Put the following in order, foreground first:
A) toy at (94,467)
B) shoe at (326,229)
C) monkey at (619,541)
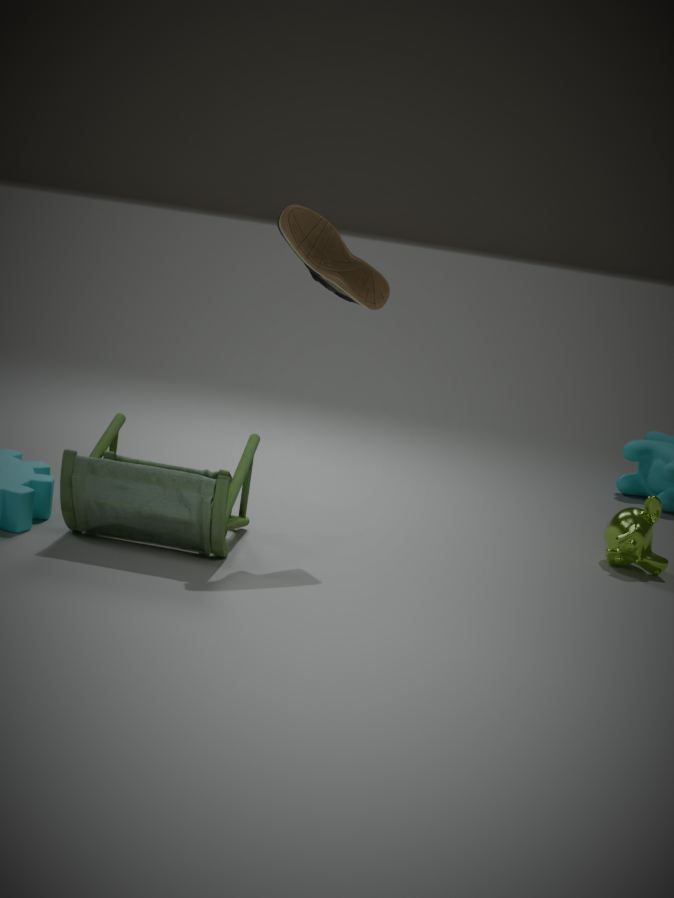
1. toy at (94,467)
2. shoe at (326,229)
3. monkey at (619,541)
